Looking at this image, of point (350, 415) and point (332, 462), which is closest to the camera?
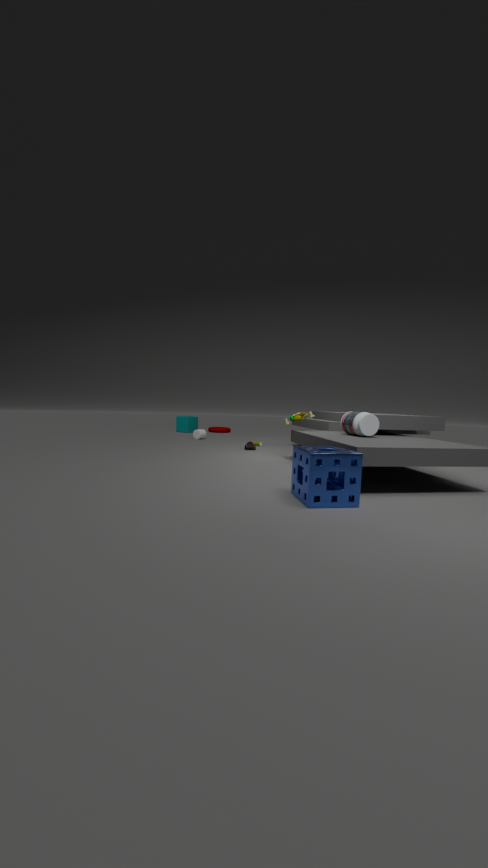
point (332, 462)
